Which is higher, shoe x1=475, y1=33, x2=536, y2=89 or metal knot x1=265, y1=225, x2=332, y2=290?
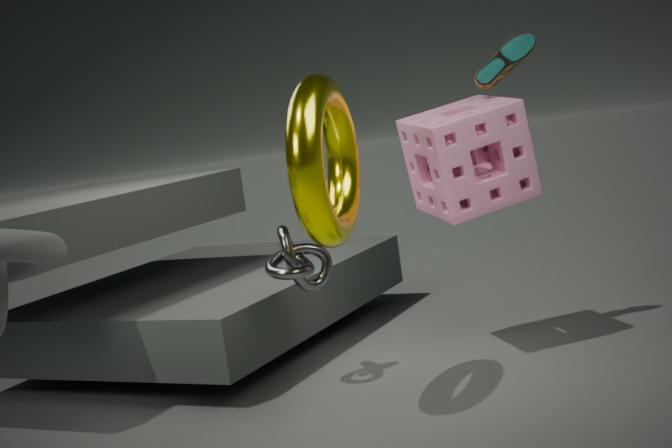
shoe x1=475, y1=33, x2=536, y2=89
